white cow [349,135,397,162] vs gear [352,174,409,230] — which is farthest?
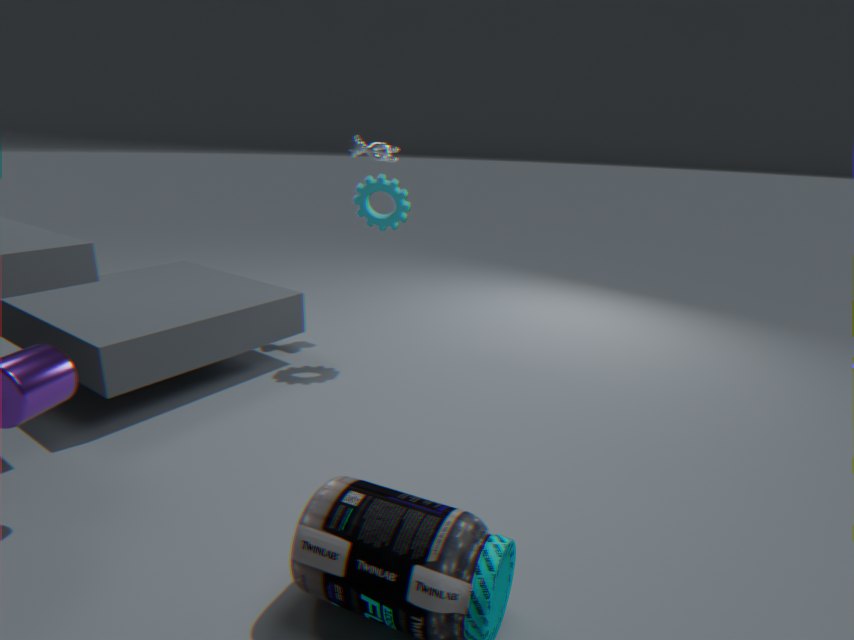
white cow [349,135,397,162]
